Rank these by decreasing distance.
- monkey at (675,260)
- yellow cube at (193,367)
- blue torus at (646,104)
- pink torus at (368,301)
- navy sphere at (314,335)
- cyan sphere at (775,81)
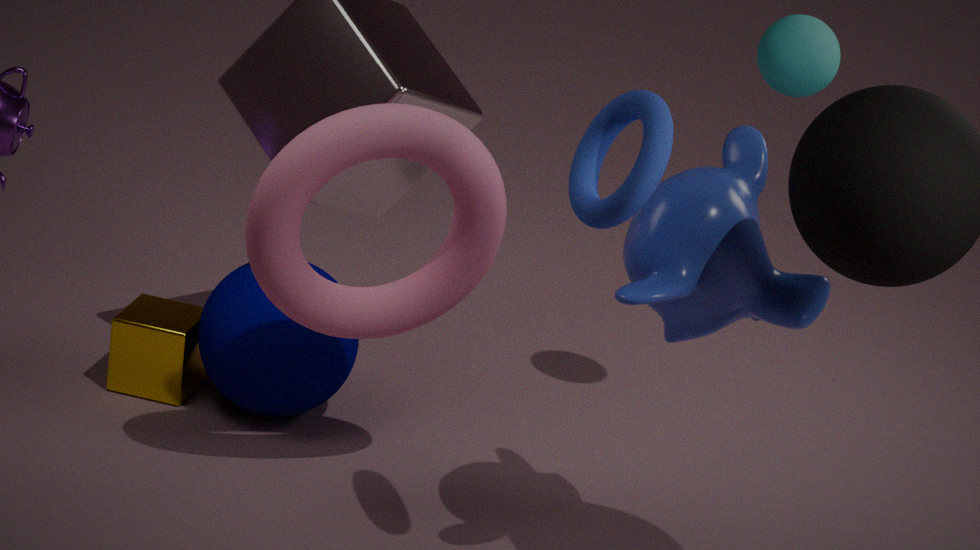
yellow cube at (193,367)
navy sphere at (314,335)
cyan sphere at (775,81)
pink torus at (368,301)
monkey at (675,260)
blue torus at (646,104)
